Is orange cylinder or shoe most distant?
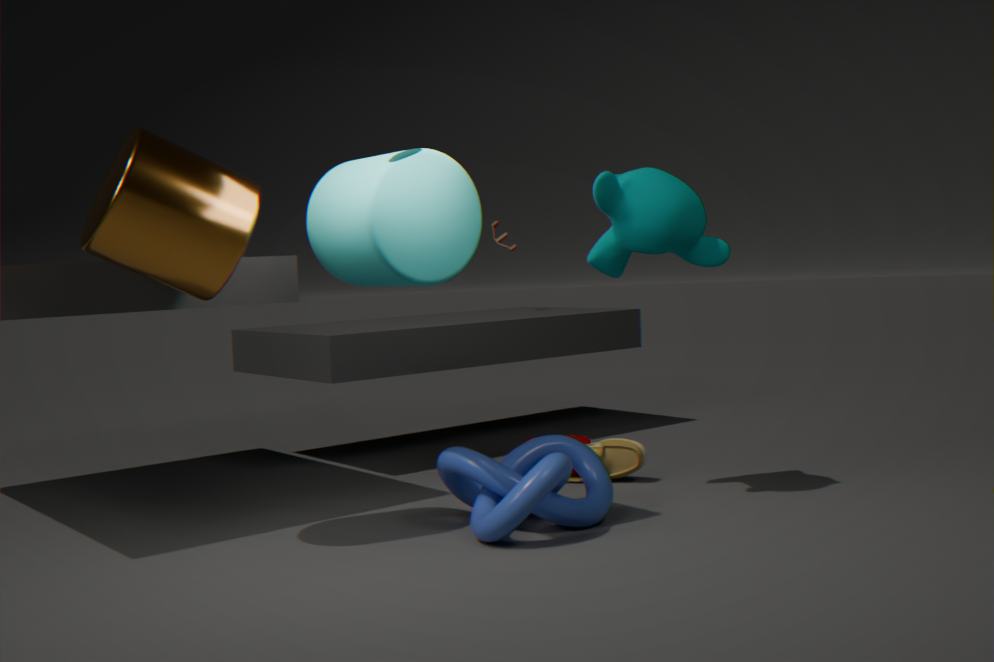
shoe
